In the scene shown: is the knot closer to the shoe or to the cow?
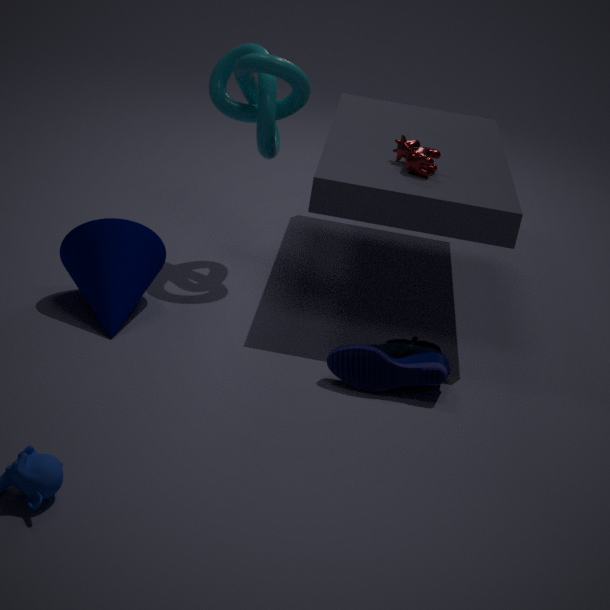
the cow
